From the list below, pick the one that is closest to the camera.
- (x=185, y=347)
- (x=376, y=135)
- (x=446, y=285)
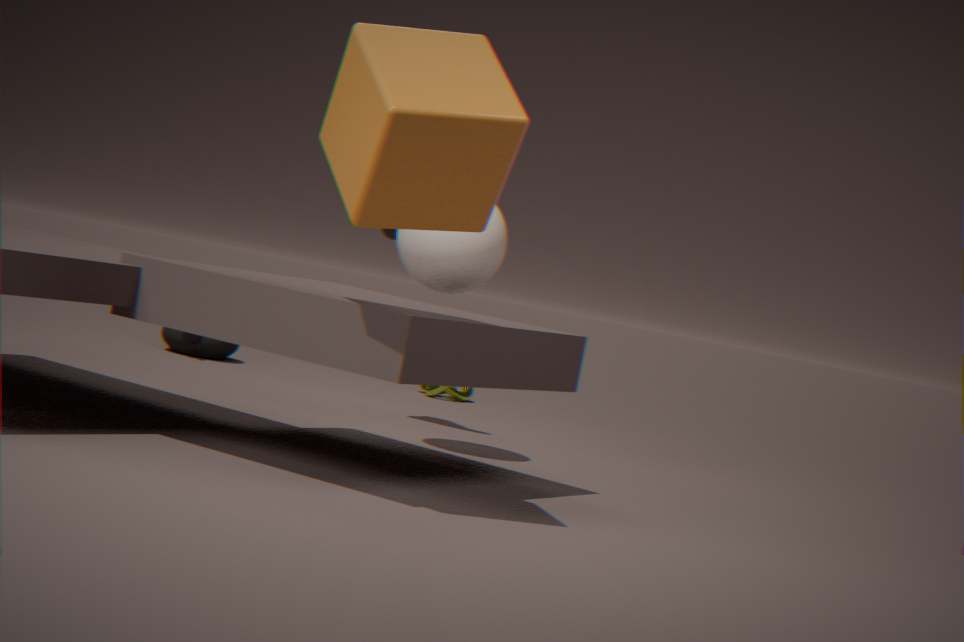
(x=376, y=135)
